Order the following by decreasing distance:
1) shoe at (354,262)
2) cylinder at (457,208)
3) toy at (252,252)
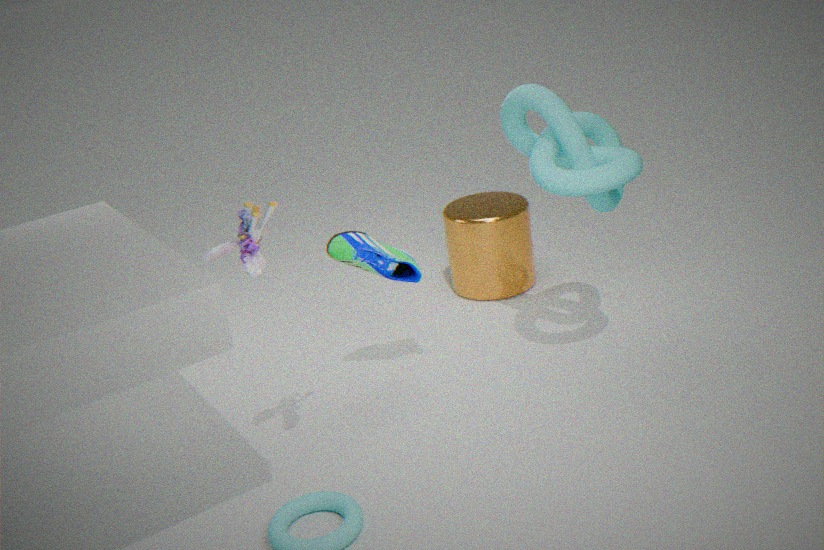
2. cylinder at (457,208) < 1. shoe at (354,262) < 3. toy at (252,252)
